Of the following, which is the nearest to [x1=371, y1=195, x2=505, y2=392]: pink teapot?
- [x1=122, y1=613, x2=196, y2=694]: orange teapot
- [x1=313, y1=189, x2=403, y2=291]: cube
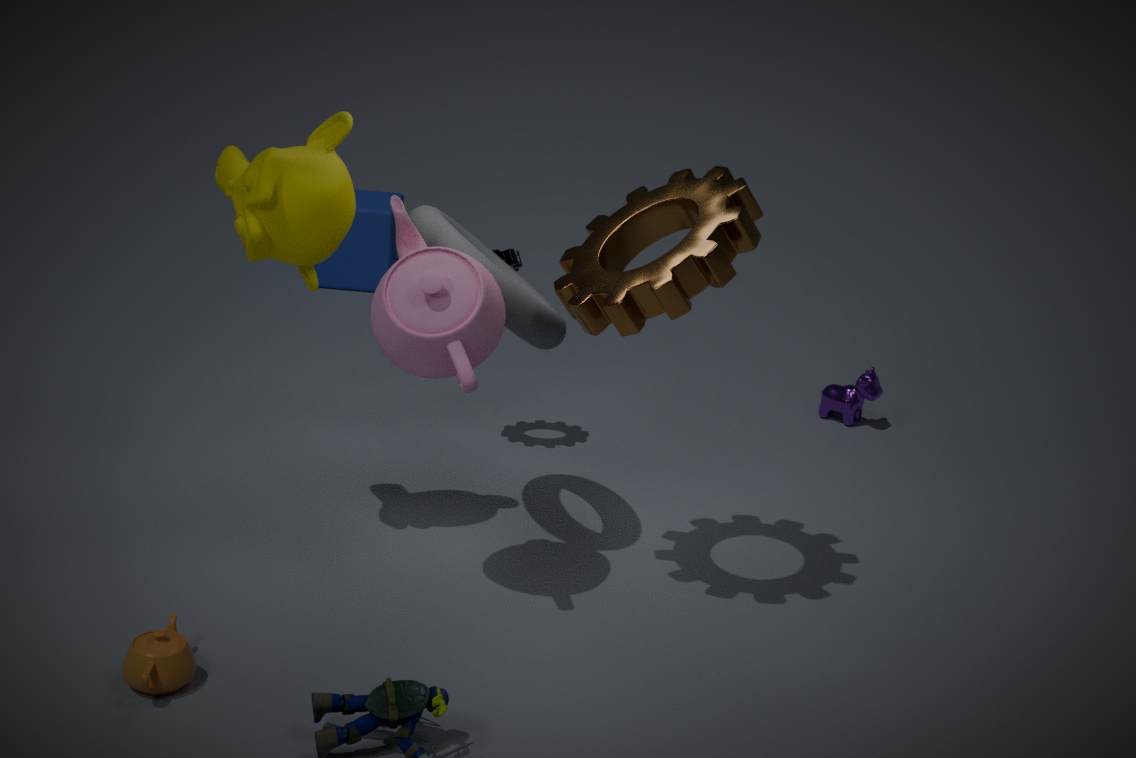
[x1=122, y1=613, x2=196, y2=694]: orange teapot
